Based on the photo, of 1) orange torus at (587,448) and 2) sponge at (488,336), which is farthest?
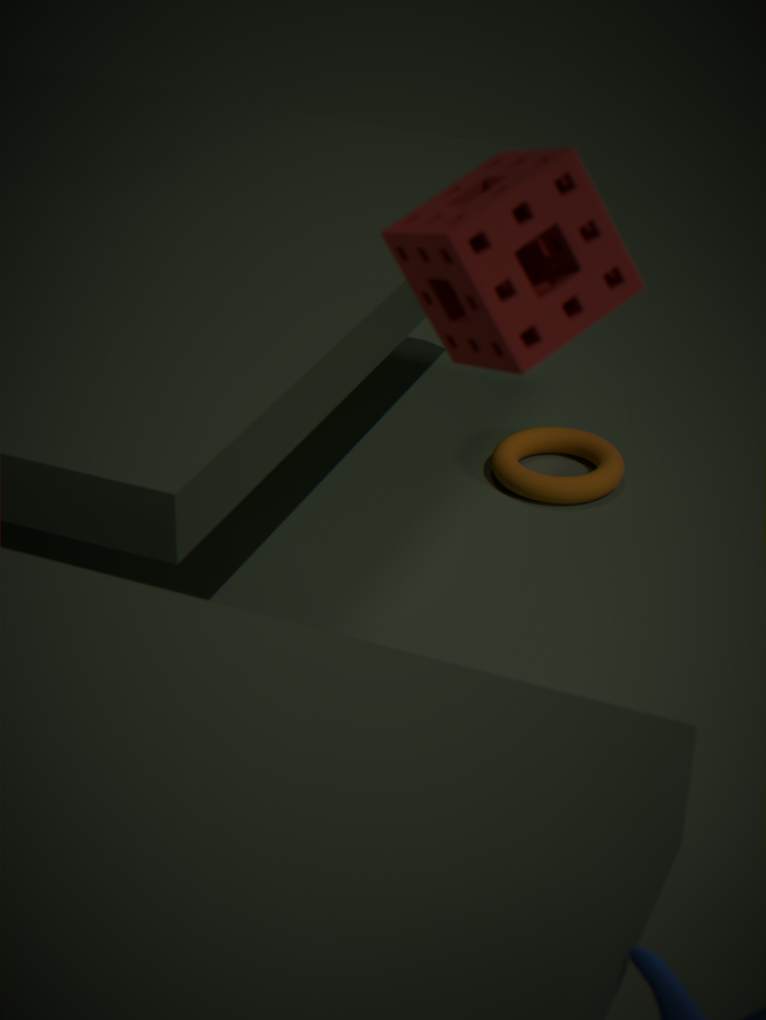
1. orange torus at (587,448)
